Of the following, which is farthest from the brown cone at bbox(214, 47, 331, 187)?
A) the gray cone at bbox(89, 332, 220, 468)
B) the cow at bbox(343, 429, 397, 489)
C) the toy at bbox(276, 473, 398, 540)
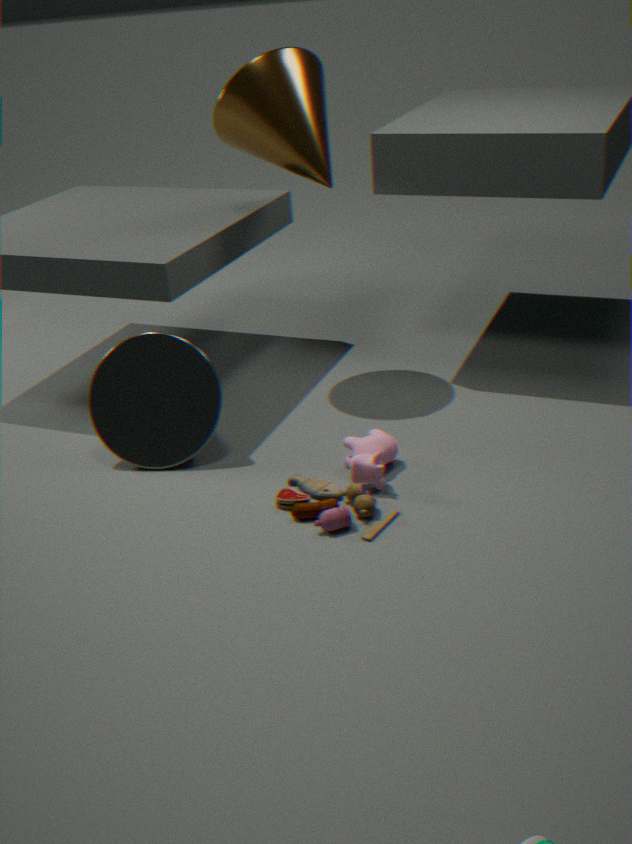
the toy at bbox(276, 473, 398, 540)
